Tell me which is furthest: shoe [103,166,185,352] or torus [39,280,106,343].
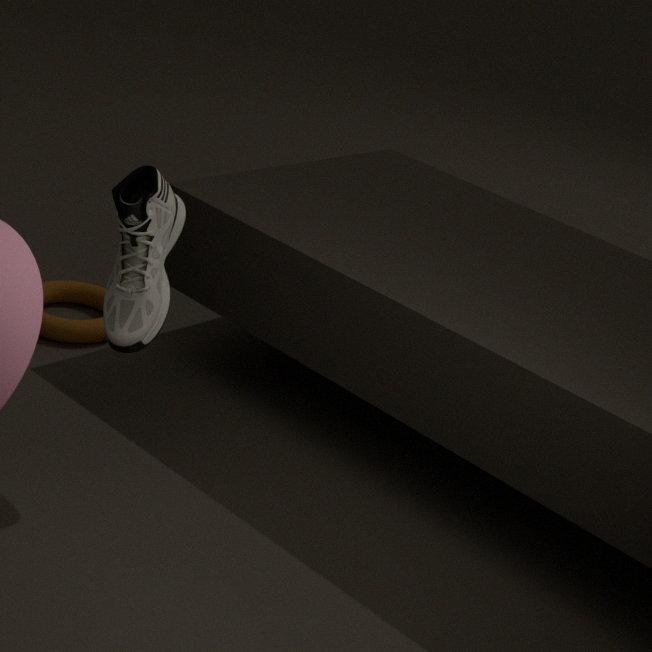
torus [39,280,106,343]
